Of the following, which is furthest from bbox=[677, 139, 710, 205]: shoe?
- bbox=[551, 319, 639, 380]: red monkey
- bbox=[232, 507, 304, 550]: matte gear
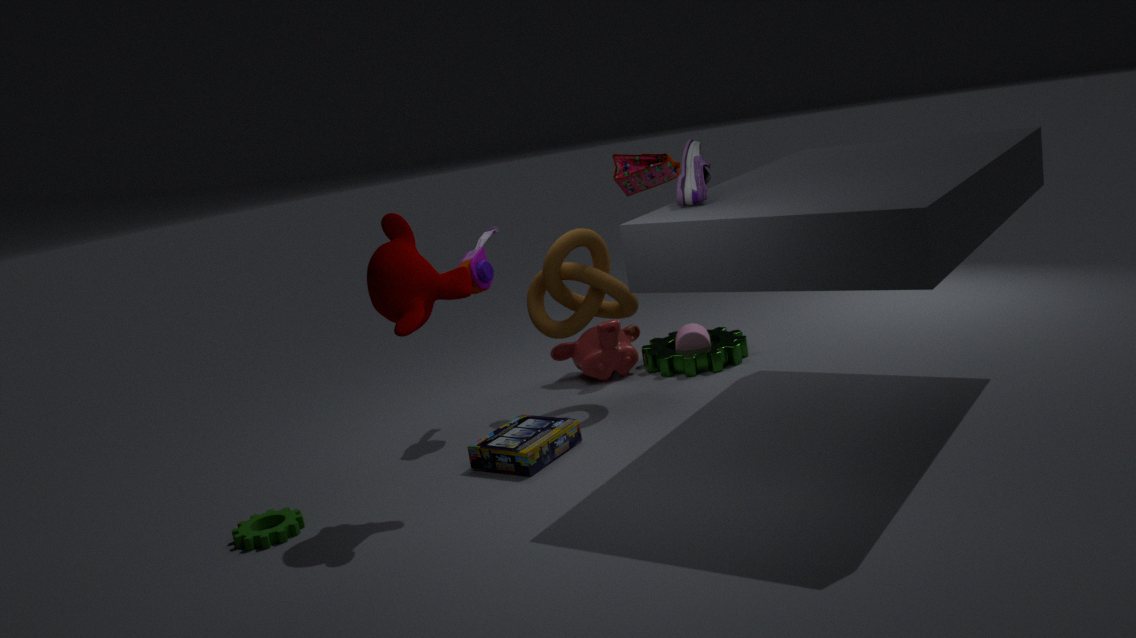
bbox=[232, 507, 304, 550]: matte gear
